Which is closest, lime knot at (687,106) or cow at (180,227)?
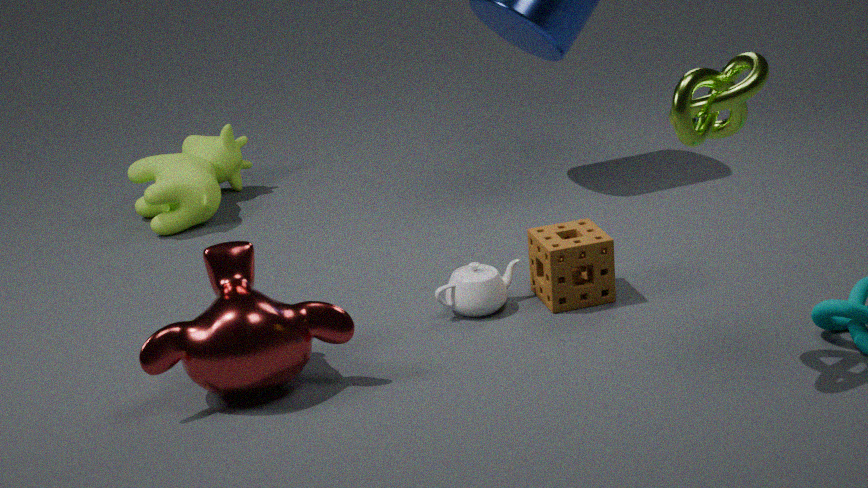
lime knot at (687,106)
